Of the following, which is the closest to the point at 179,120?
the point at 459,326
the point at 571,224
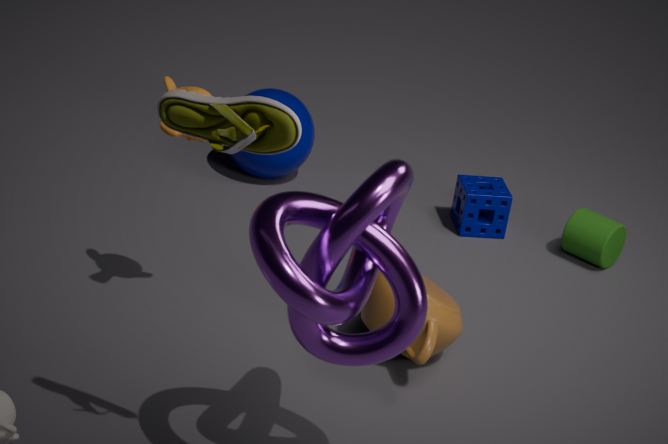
the point at 459,326
